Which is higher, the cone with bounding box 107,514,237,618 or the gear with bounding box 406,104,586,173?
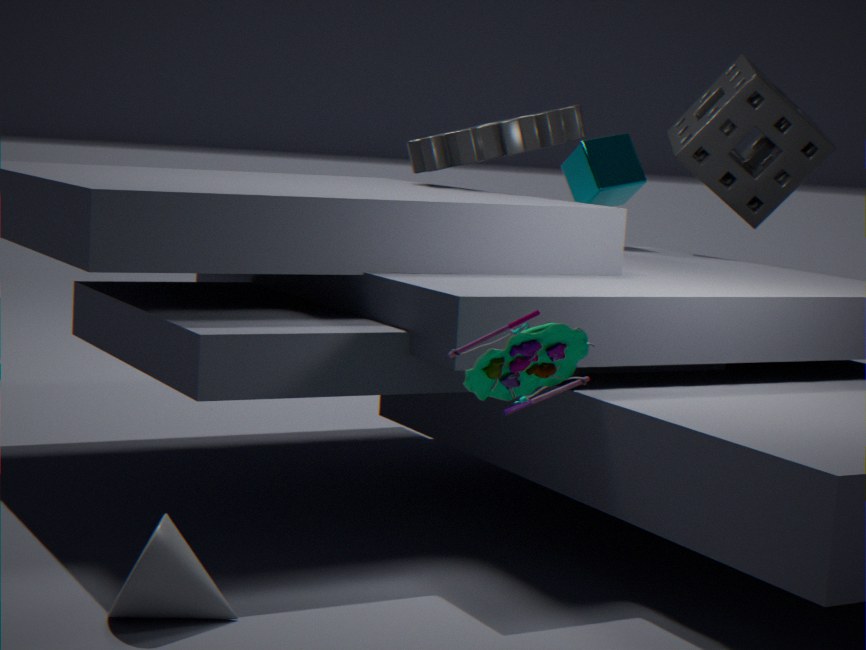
the gear with bounding box 406,104,586,173
